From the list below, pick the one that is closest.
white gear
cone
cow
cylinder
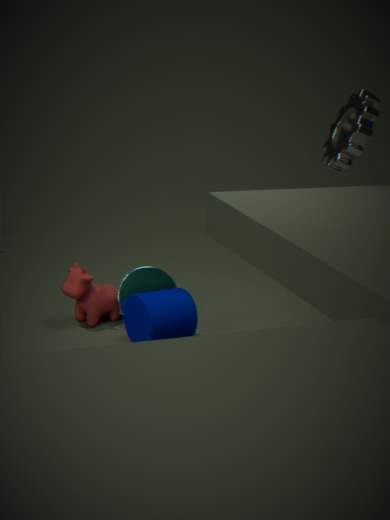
white gear
